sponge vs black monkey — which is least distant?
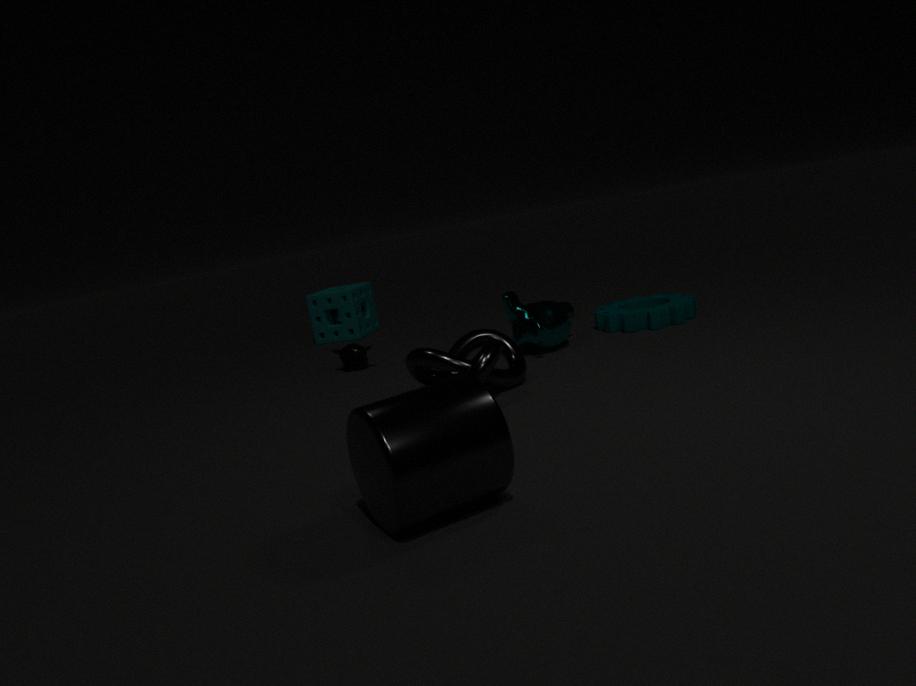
black monkey
